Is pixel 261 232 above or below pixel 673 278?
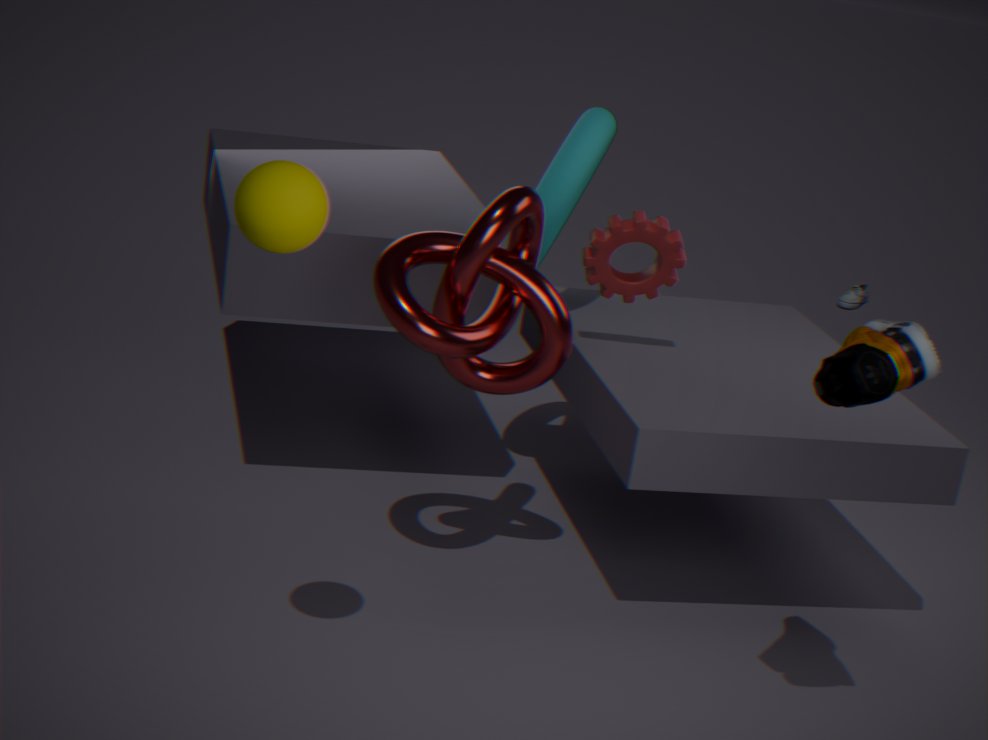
above
